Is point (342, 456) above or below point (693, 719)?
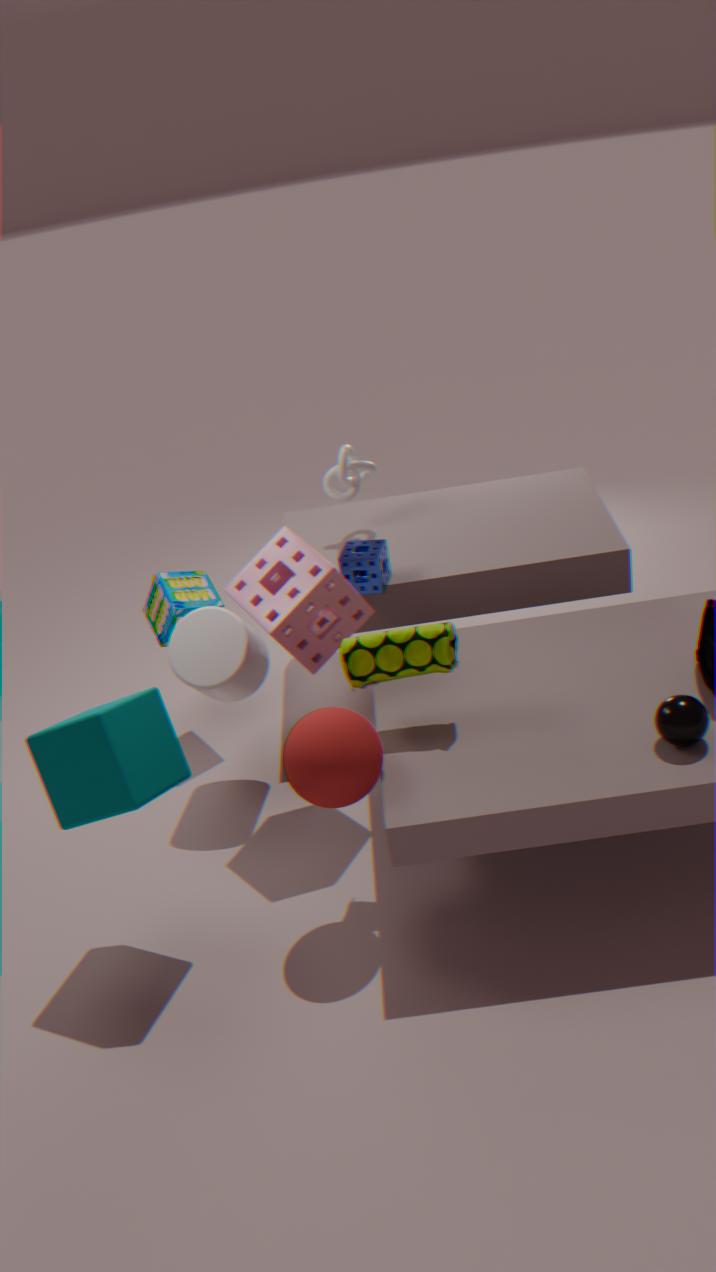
above
